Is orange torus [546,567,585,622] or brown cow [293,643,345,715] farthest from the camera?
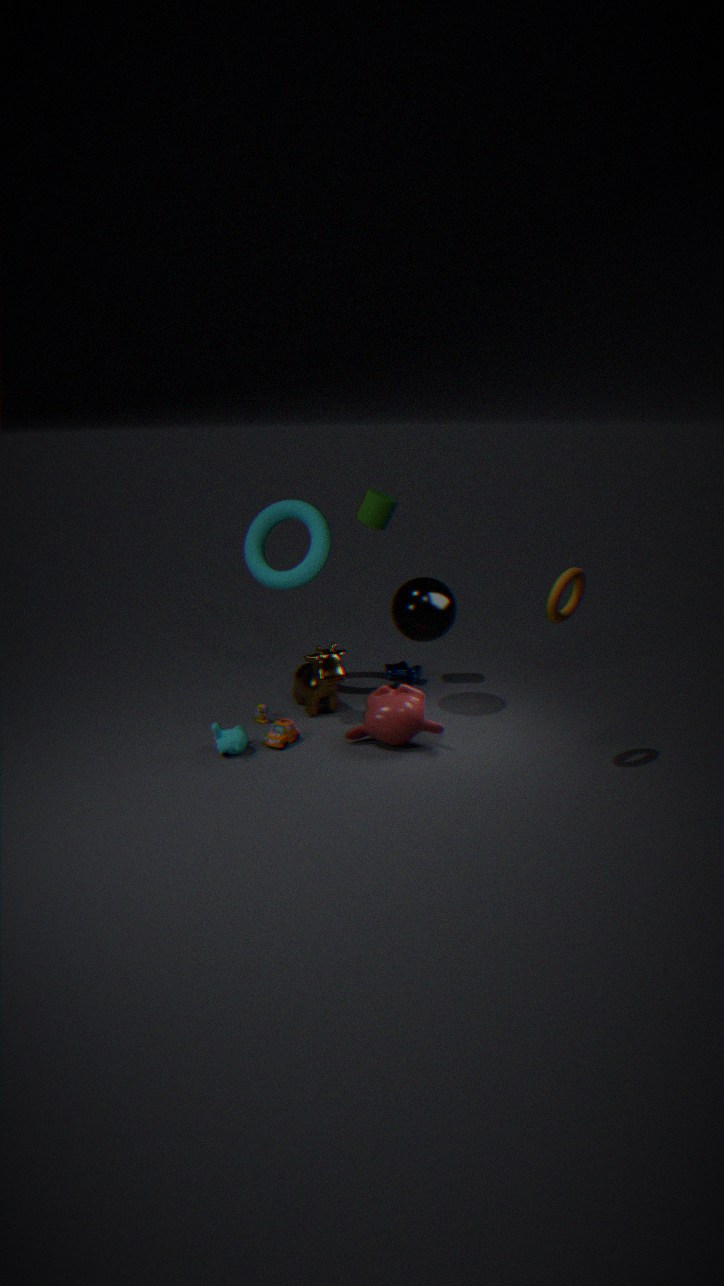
brown cow [293,643,345,715]
